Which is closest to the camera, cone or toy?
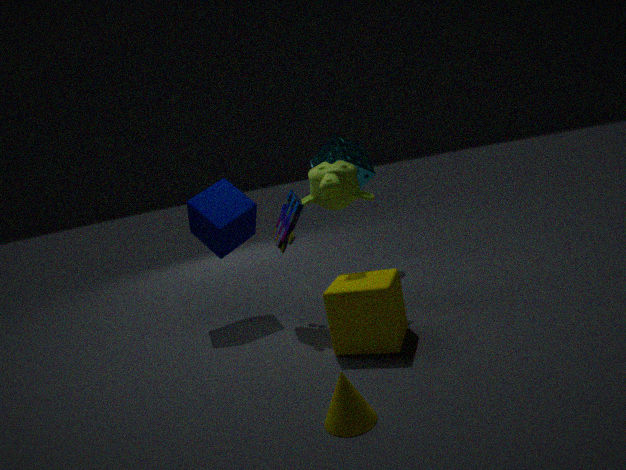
cone
